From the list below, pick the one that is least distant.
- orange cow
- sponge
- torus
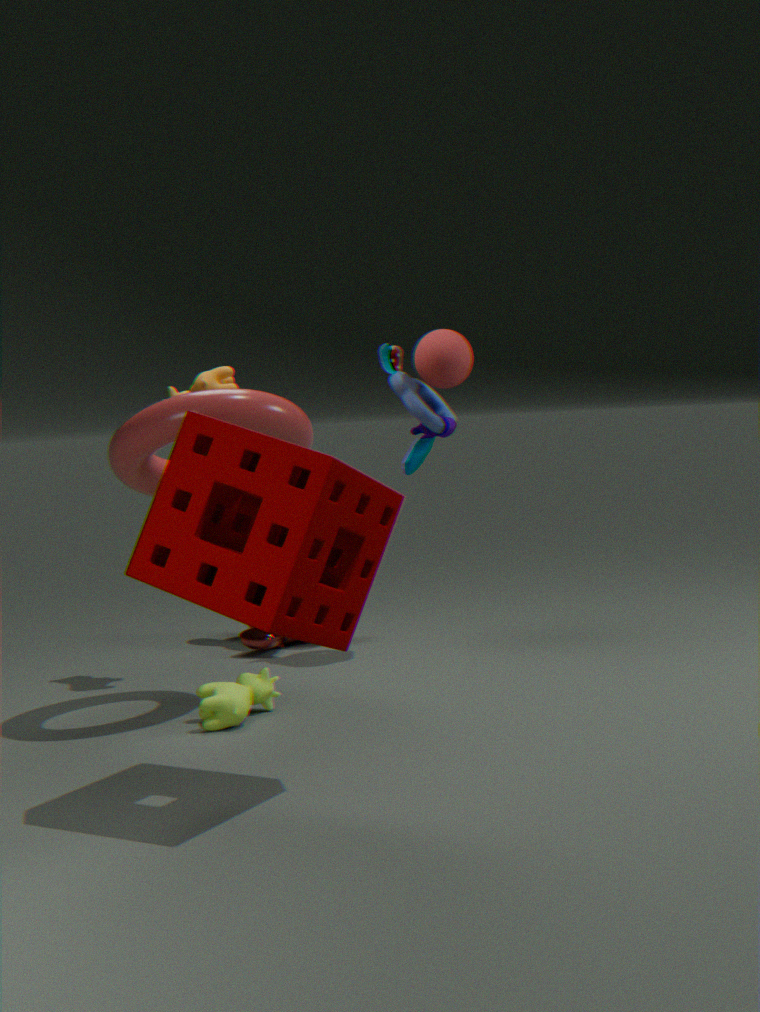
sponge
